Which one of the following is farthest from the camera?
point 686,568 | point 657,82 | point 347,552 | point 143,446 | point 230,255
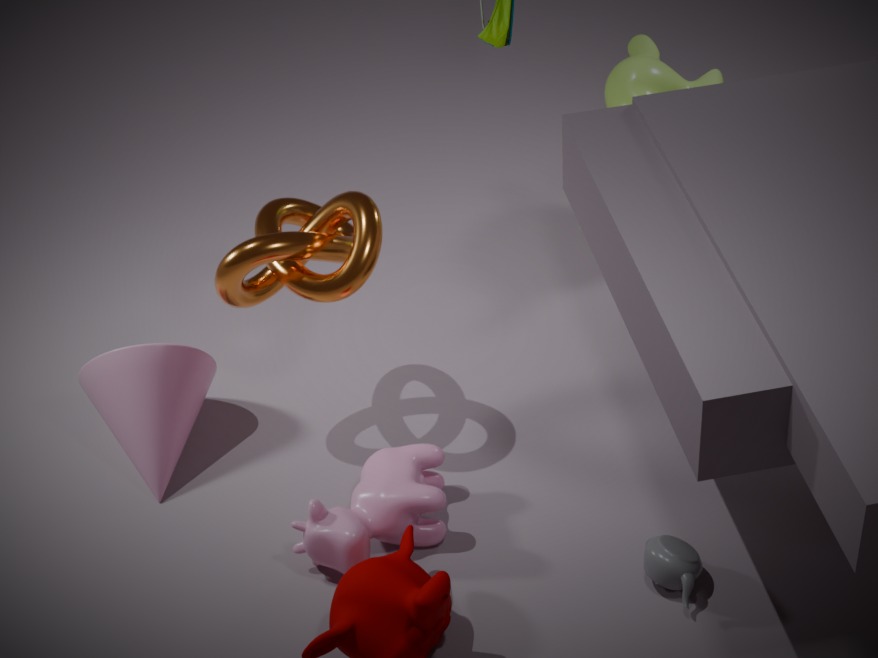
point 657,82
